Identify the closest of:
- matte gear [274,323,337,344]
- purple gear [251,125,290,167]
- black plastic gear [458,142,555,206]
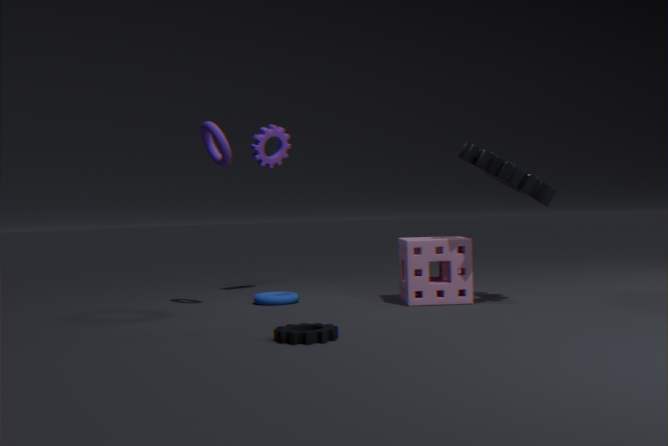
matte gear [274,323,337,344]
